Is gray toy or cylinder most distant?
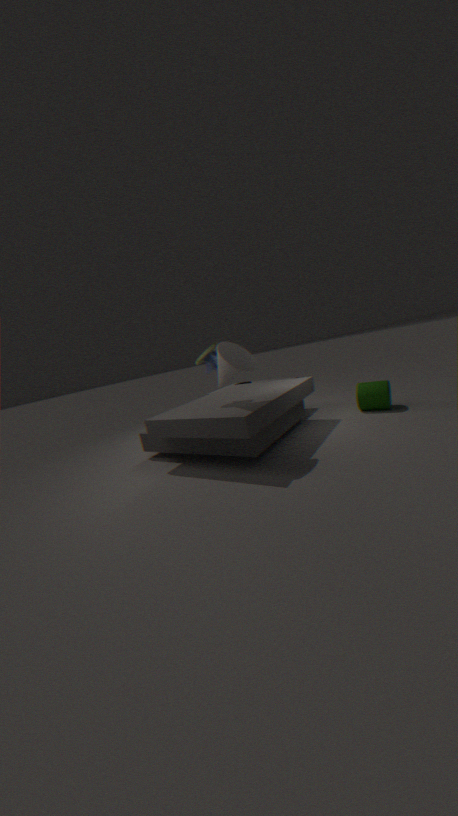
cylinder
